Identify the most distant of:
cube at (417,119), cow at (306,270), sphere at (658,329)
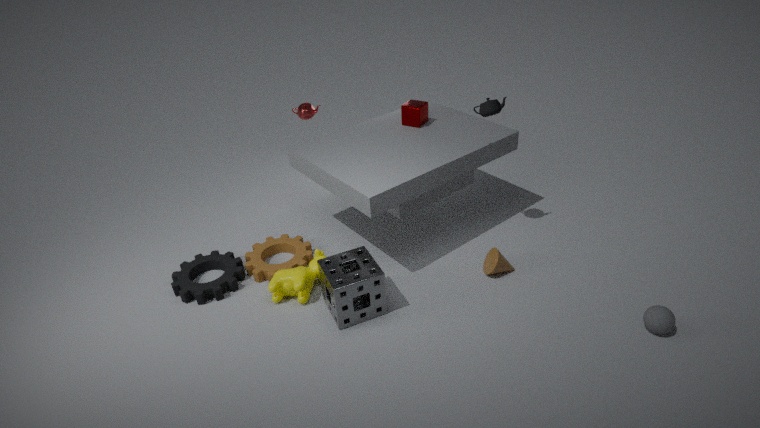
cube at (417,119)
